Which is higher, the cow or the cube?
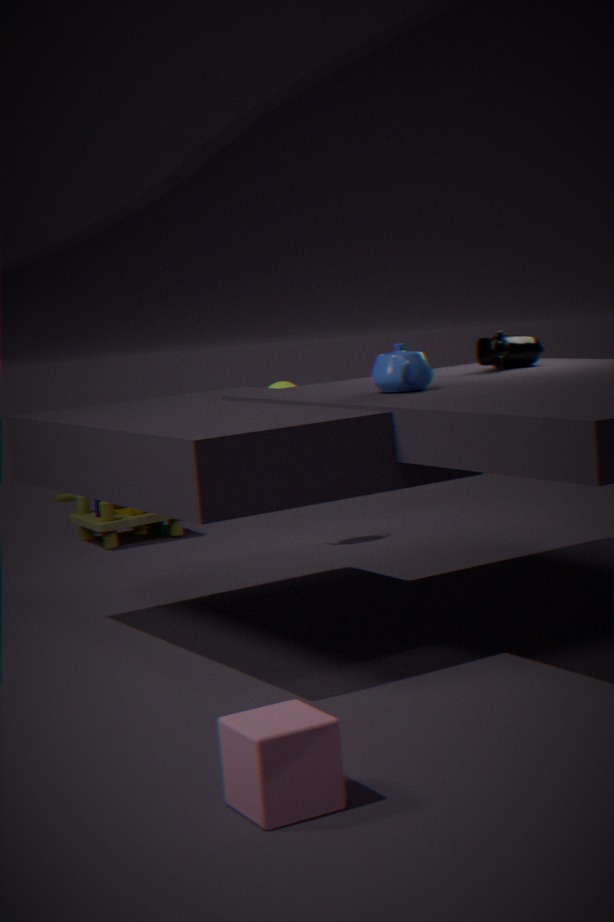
the cow
